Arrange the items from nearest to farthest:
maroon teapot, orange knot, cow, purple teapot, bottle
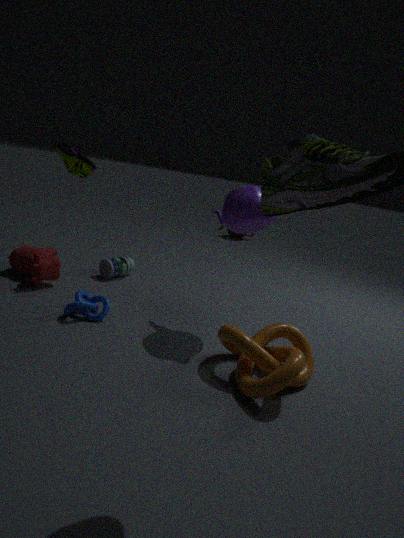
orange knot < purple teapot < cow < bottle < maroon teapot
